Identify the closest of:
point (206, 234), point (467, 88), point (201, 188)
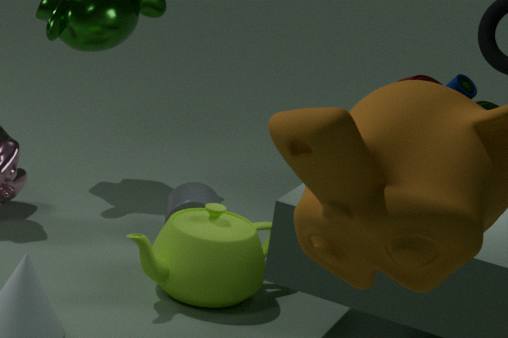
point (467, 88)
